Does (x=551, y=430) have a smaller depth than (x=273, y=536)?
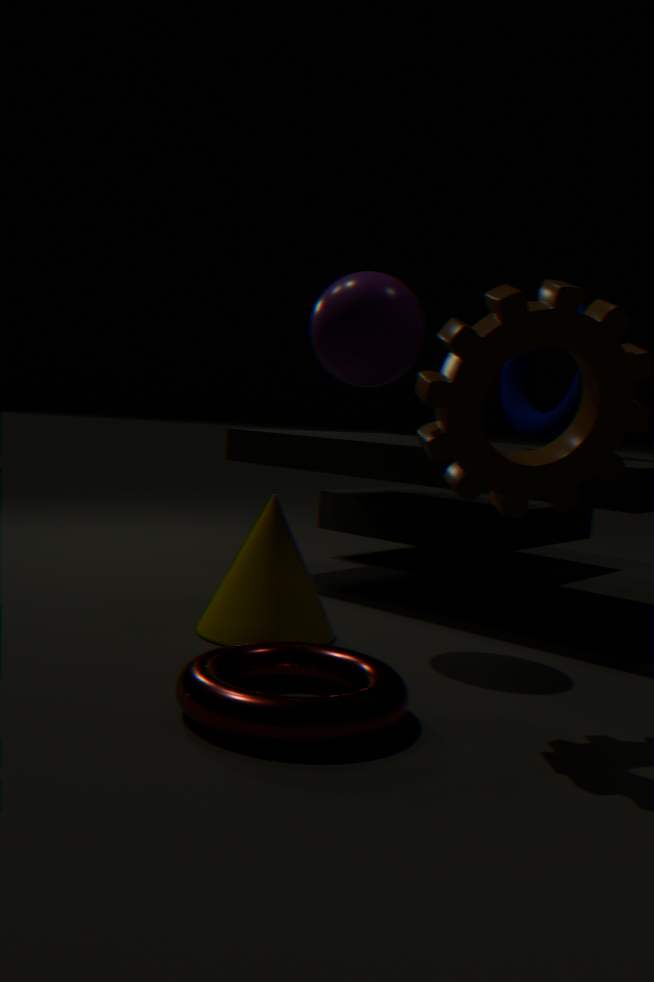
No
